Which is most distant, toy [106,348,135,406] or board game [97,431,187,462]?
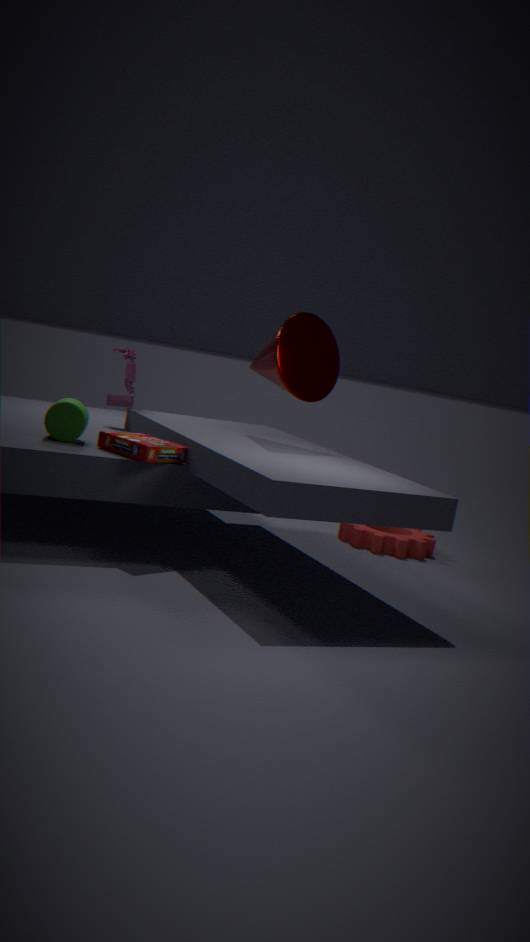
toy [106,348,135,406]
